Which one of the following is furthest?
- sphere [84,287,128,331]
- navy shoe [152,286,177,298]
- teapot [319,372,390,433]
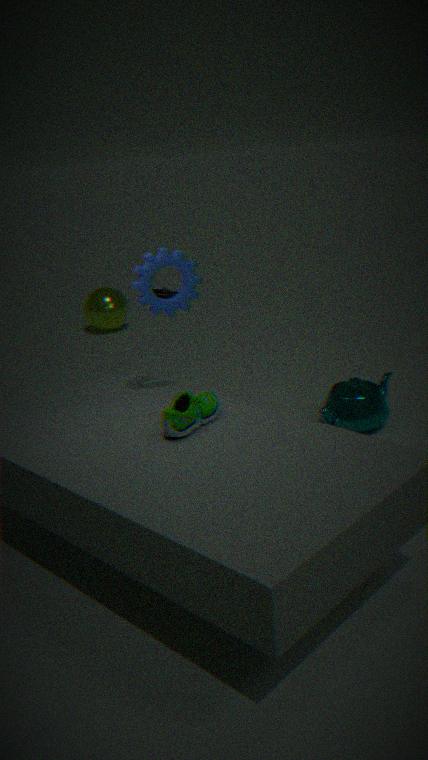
navy shoe [152,286,177,298]
